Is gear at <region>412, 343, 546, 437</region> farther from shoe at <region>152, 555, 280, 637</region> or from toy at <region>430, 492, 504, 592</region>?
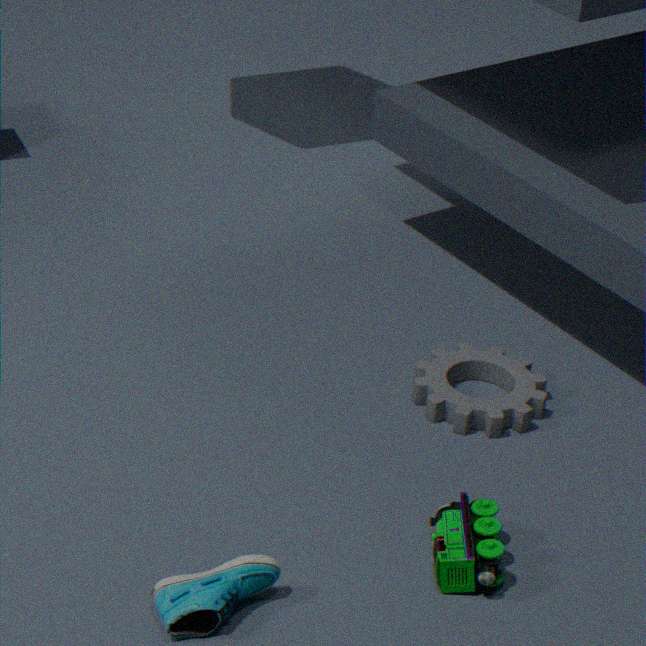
shoe at <region>152, 555, 280, 637</region>
